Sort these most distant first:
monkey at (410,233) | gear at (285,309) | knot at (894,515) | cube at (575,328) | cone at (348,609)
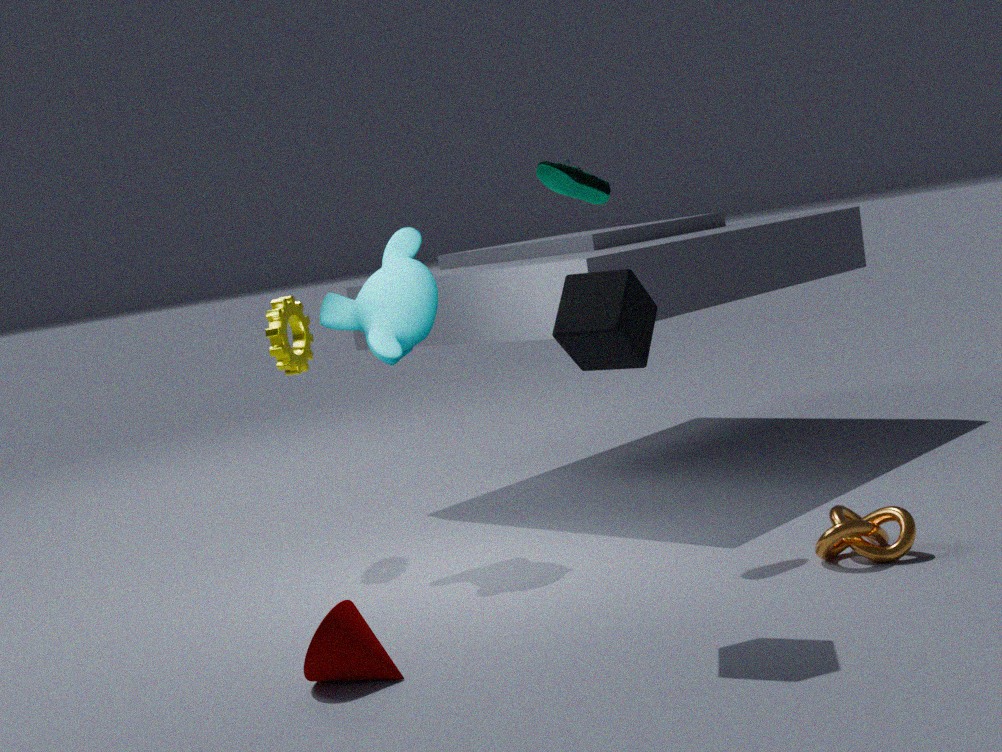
gear at (285,309)
monkey at (410,233)
knot at (894,515)
cone at (348,609)
cube at (575,328)
